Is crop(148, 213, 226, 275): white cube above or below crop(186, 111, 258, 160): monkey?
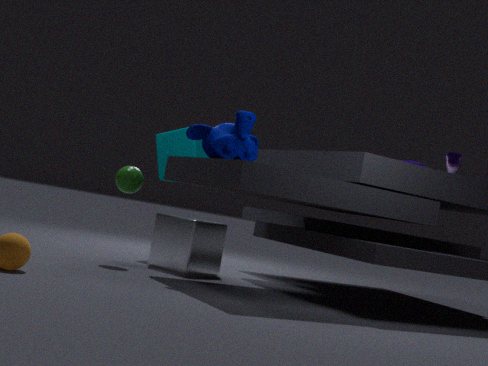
below
